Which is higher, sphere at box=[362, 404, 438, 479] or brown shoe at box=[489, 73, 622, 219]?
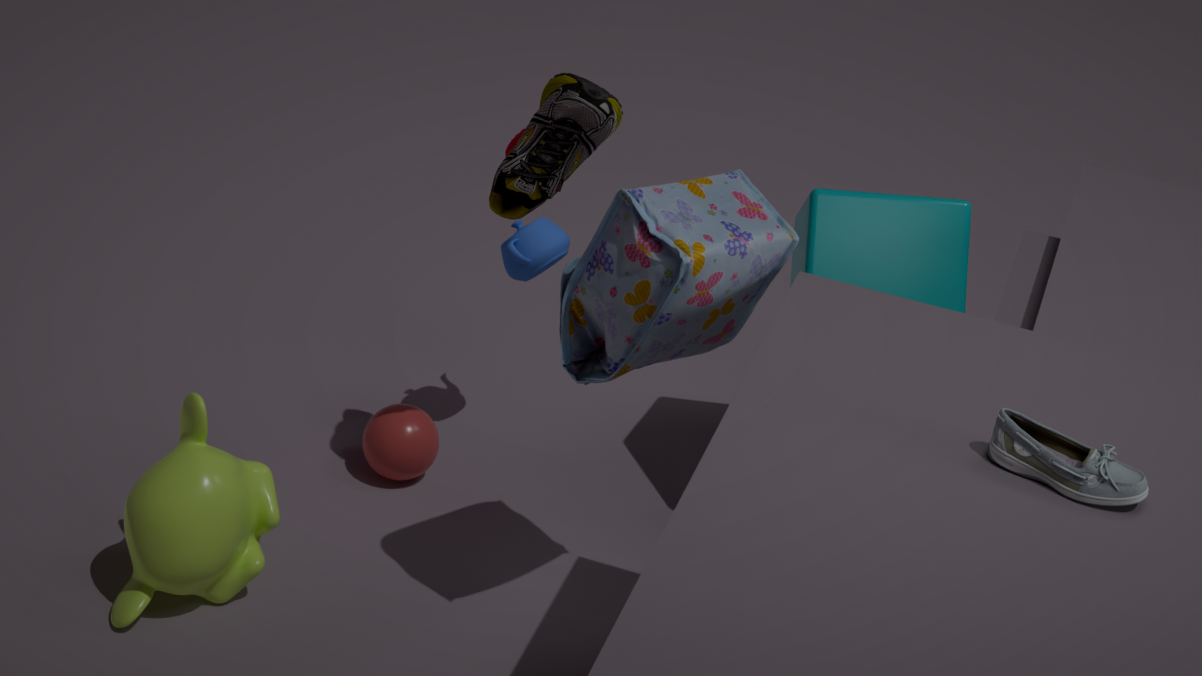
brown shoe at box=[489, 73, 622, 219]
